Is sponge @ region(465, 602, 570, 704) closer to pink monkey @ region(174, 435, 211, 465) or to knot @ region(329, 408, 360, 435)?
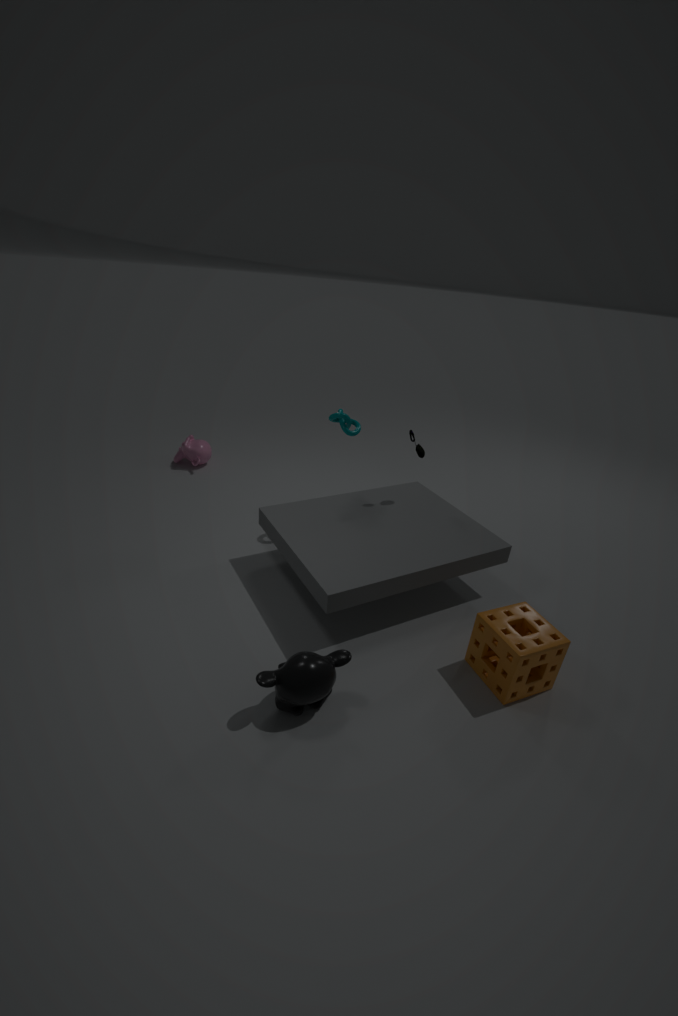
knot @ region(329, 408, 360, 435)
